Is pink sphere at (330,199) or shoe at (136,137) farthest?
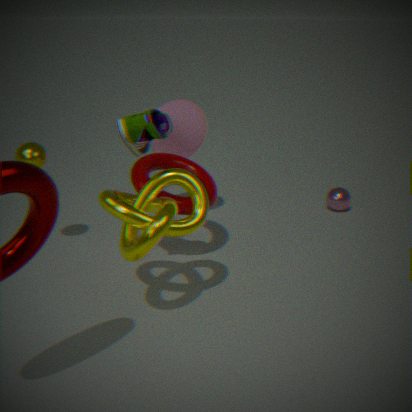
pink sphere at (330,199)
